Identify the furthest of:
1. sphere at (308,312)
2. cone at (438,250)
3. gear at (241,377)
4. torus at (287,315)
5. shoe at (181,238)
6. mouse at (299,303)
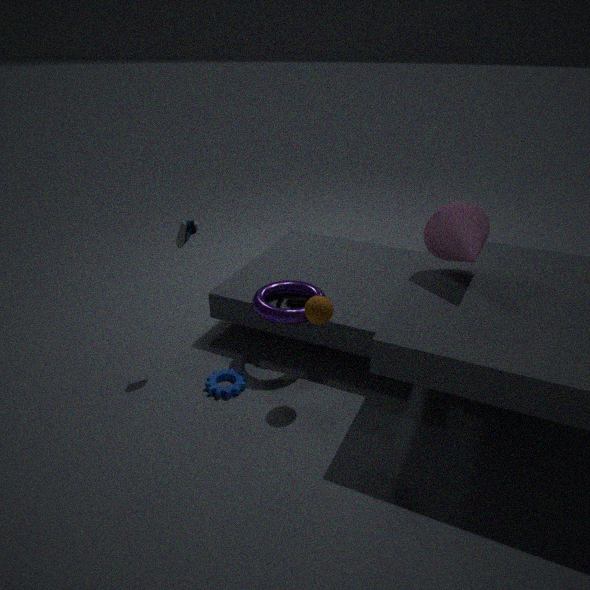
mouse at (299,303)
